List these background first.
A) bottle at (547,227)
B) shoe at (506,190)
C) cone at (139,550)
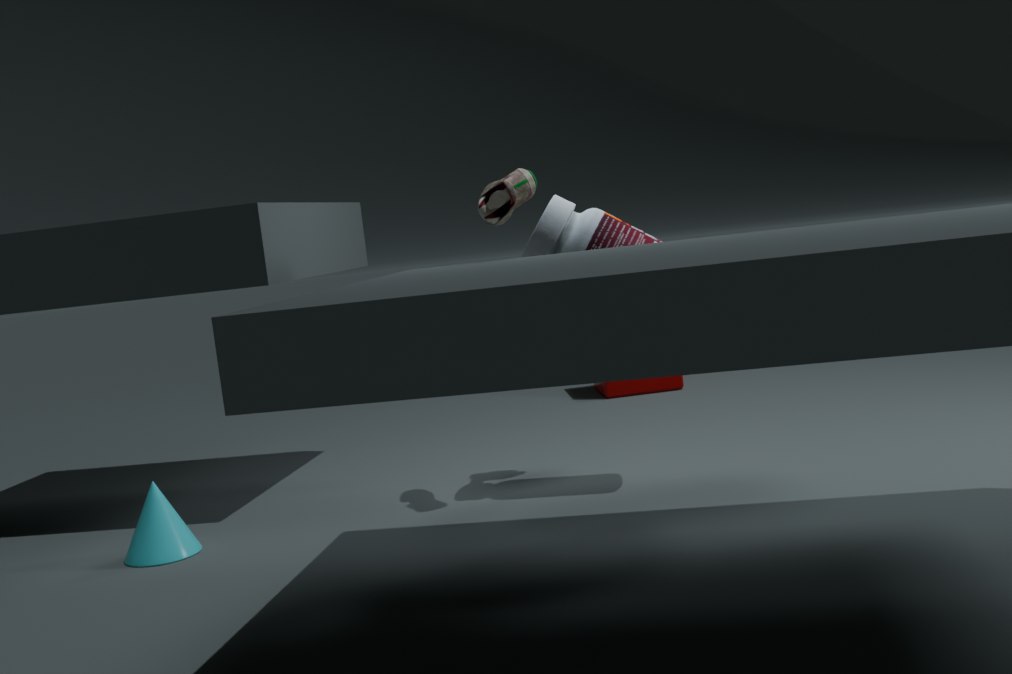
bottle at (547,227)
cone at (139,550)
shoe at (506,190)
